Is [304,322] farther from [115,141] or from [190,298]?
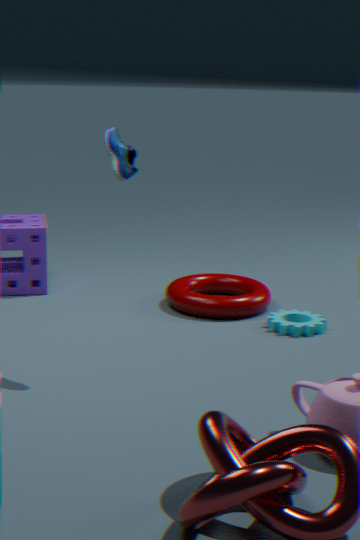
[115,141]
